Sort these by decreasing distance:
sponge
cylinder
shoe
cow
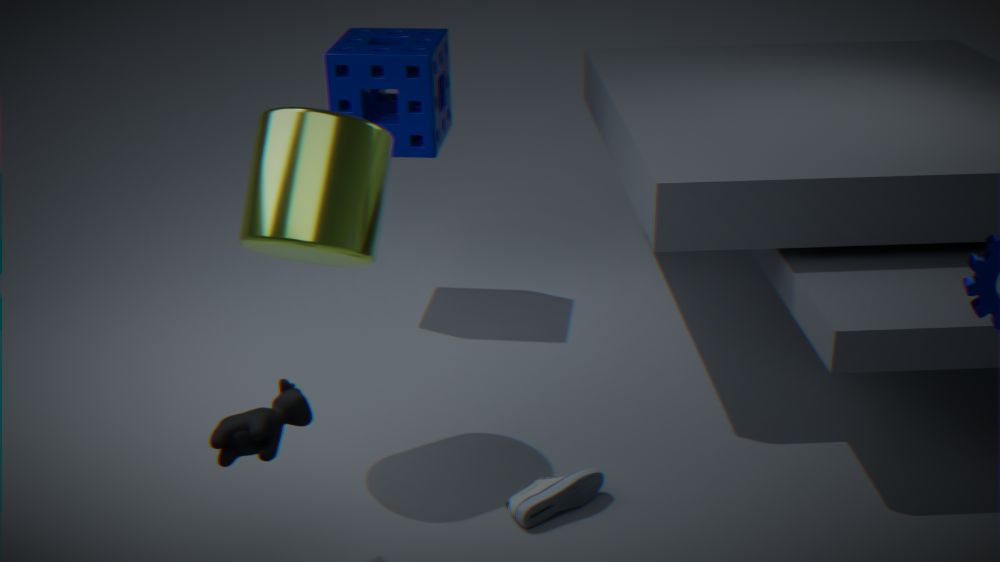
sponge
shoe
cylinder
cow
